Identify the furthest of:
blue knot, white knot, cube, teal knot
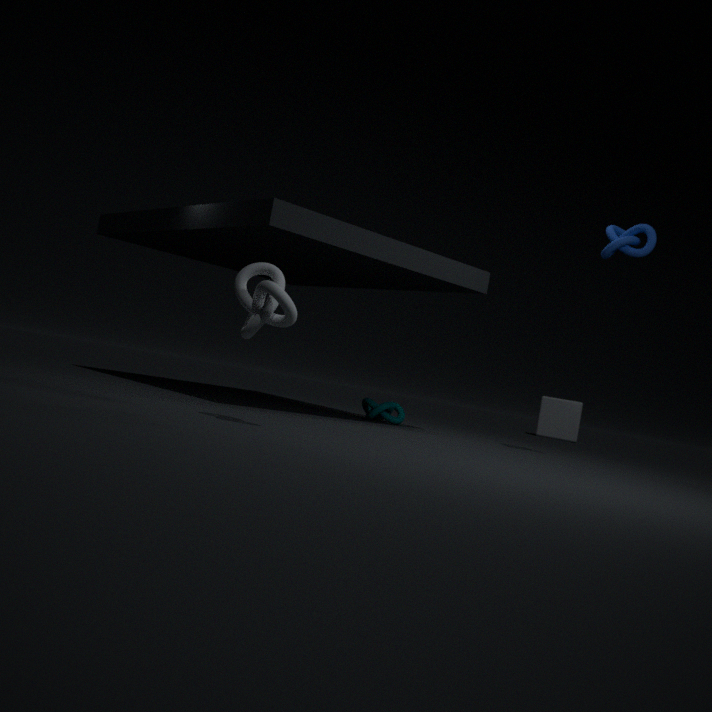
cube
